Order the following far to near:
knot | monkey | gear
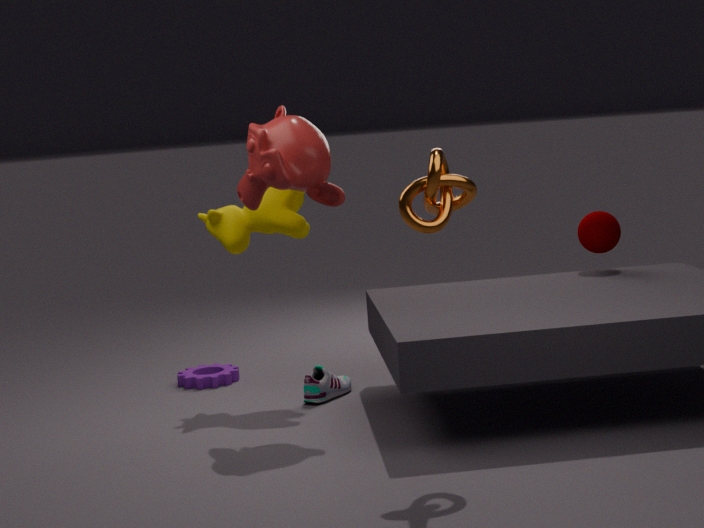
1. gear
2. monkey
3. knot
